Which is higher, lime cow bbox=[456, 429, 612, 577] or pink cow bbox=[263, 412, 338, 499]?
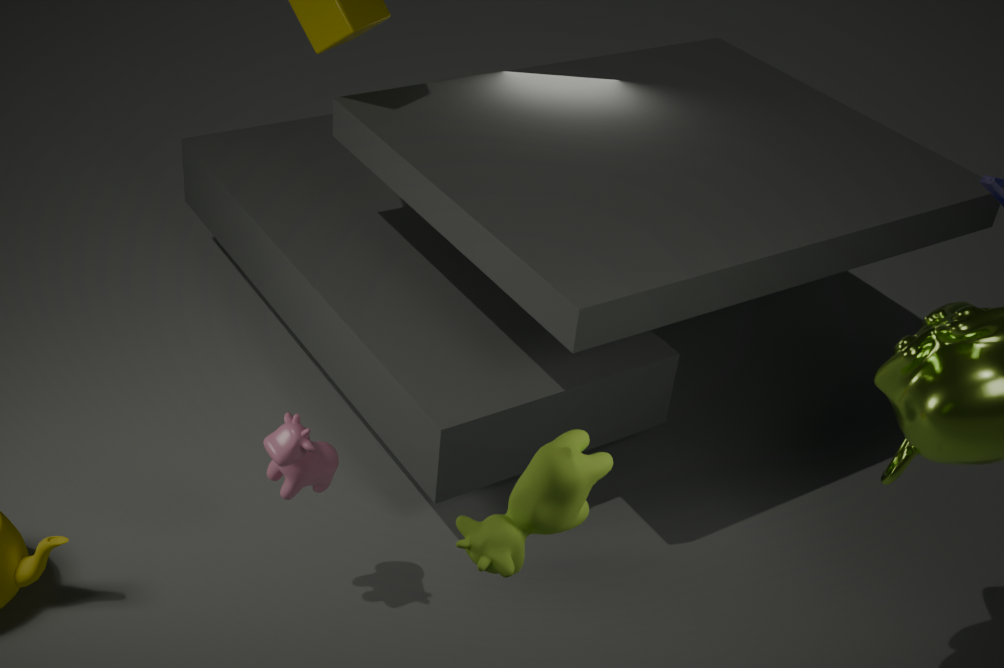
lime cow bbox=[456, 429, 612, 577]
